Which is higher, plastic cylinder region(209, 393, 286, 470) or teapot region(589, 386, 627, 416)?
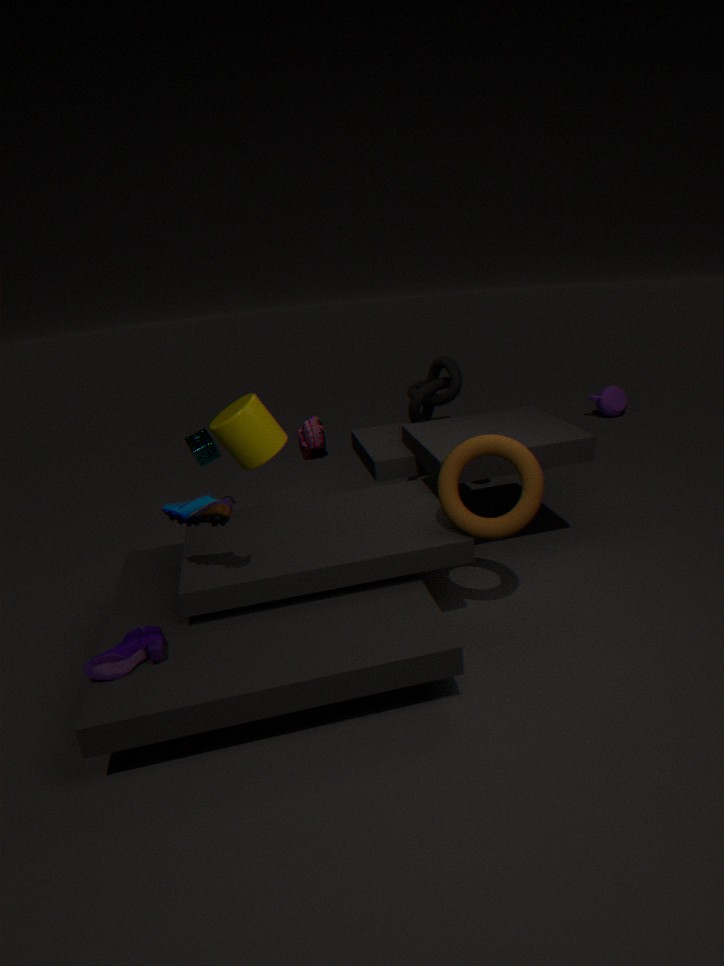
plastic cylinder region(209, 393, 286, 470)
